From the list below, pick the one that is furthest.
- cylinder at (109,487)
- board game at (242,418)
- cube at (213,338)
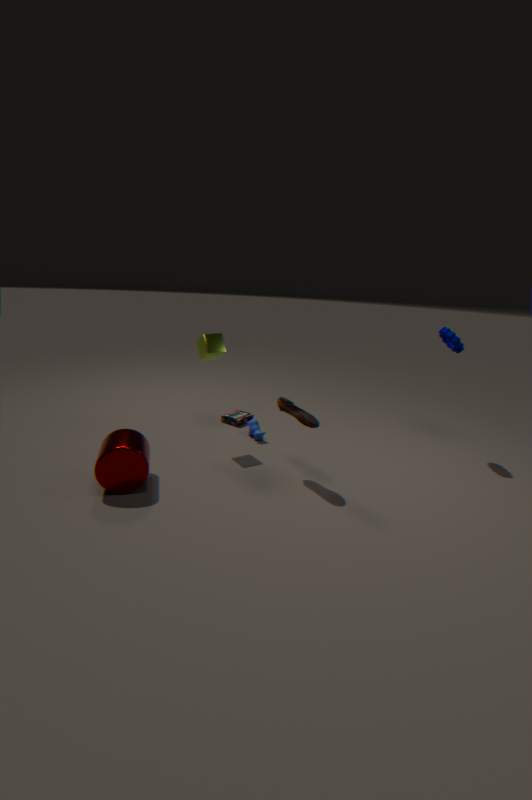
board game at (242,418)
